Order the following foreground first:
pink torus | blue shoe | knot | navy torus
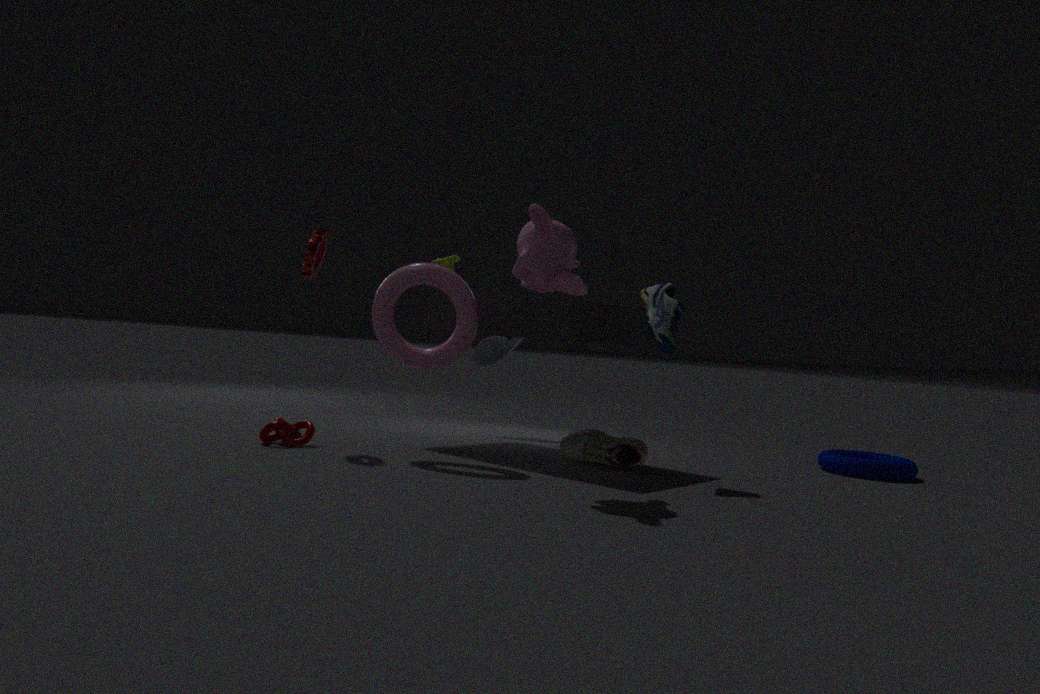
1. blue shoe
2. pink torus
3. knot
4. navy torus
